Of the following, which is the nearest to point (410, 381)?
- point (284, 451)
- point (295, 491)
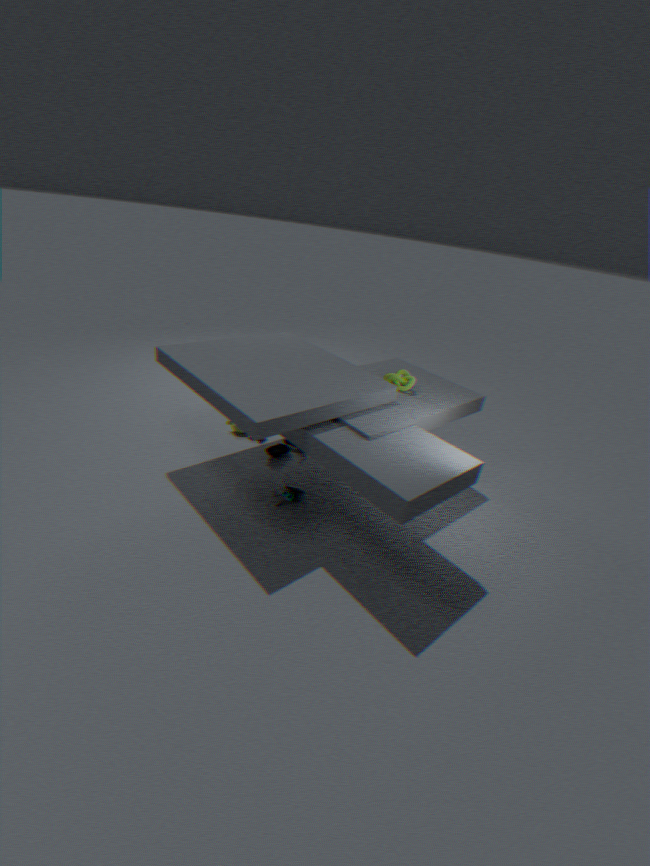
point (284, 451)
